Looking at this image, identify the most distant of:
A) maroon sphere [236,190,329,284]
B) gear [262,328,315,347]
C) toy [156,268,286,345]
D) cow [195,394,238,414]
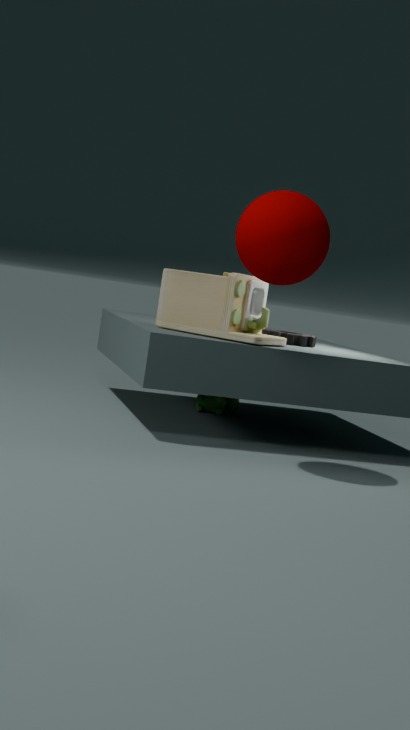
cow [195,394,238,414]
